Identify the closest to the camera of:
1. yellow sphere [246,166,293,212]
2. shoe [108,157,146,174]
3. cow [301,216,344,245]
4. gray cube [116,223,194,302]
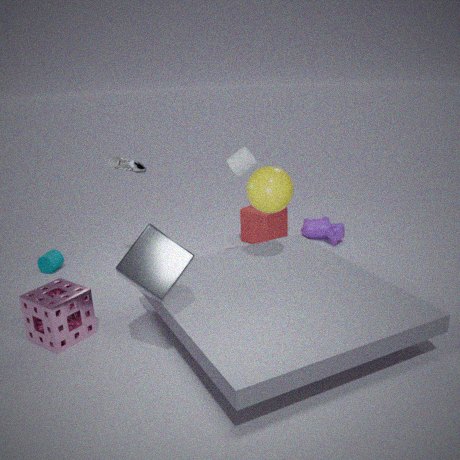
gray cube [116,223,194,302]
